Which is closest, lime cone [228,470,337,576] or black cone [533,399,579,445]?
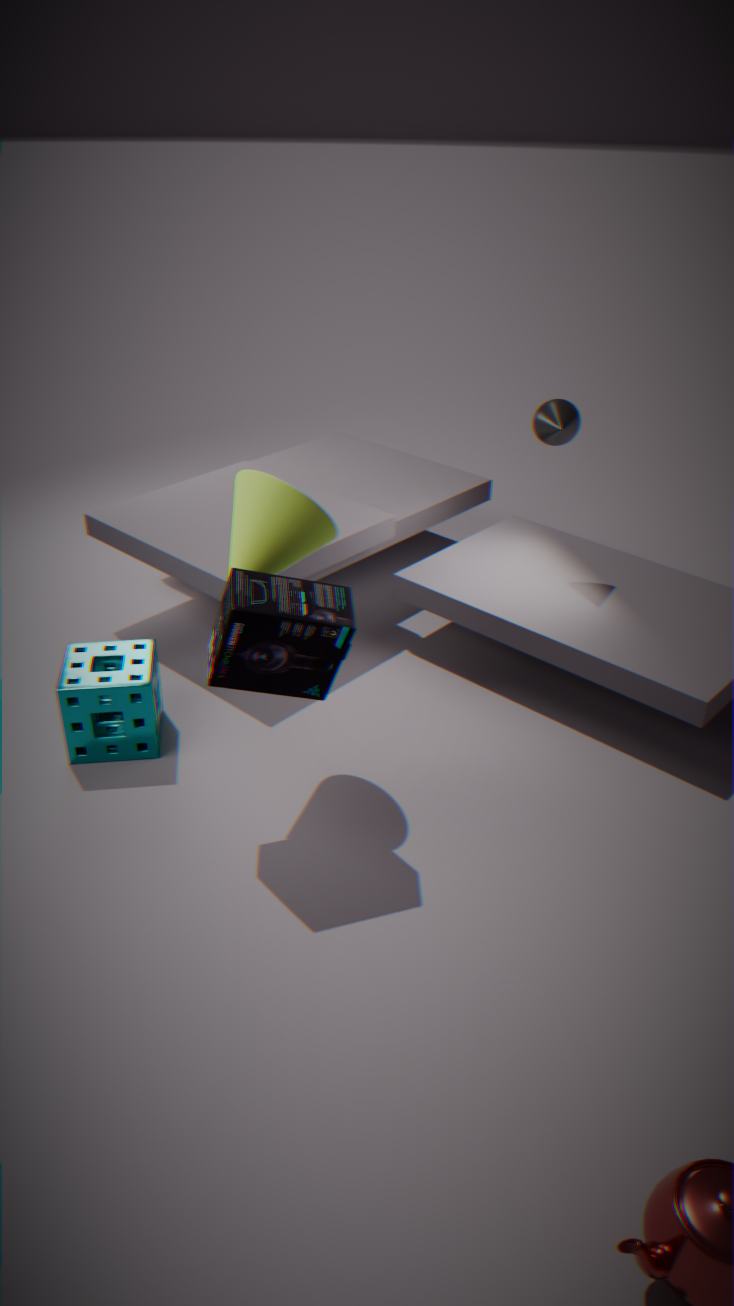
lime cone [228,470,337,576]
